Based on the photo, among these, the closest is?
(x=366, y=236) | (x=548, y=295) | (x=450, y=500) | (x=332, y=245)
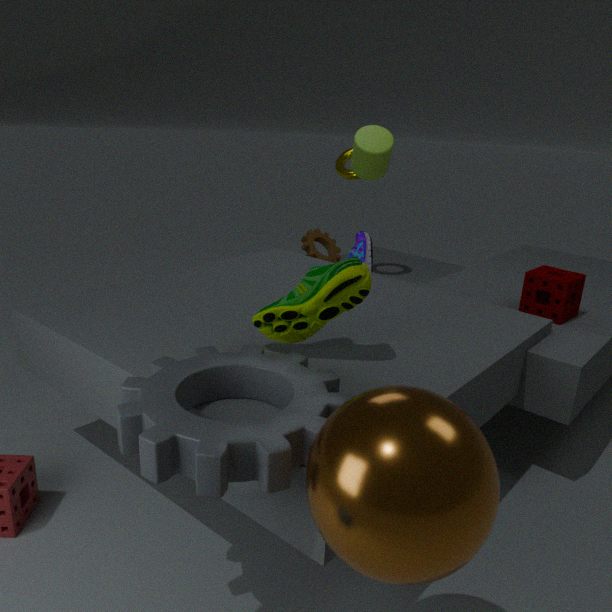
(x=450, y=500)
